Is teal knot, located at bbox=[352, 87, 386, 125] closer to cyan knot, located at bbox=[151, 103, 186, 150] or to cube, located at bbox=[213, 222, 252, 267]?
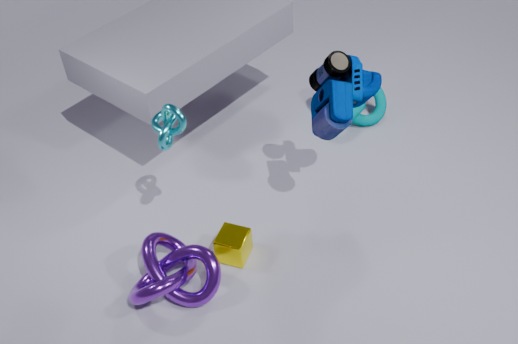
cube, located at bbox=[213, 222, 252, 267]
